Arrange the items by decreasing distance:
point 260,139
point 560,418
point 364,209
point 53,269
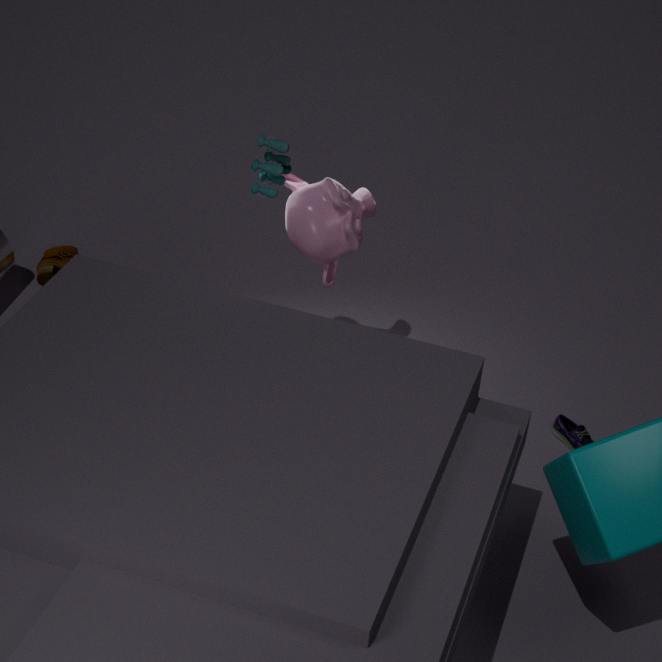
point 53,269
point 560,418
point 364,209
point 260,139
